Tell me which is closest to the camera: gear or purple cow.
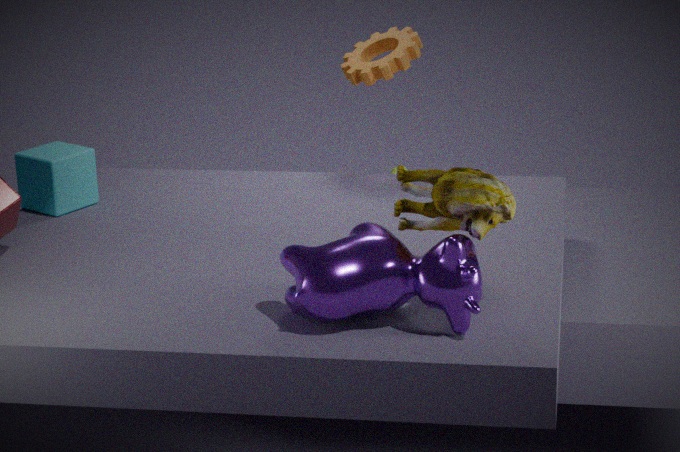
purple cow
